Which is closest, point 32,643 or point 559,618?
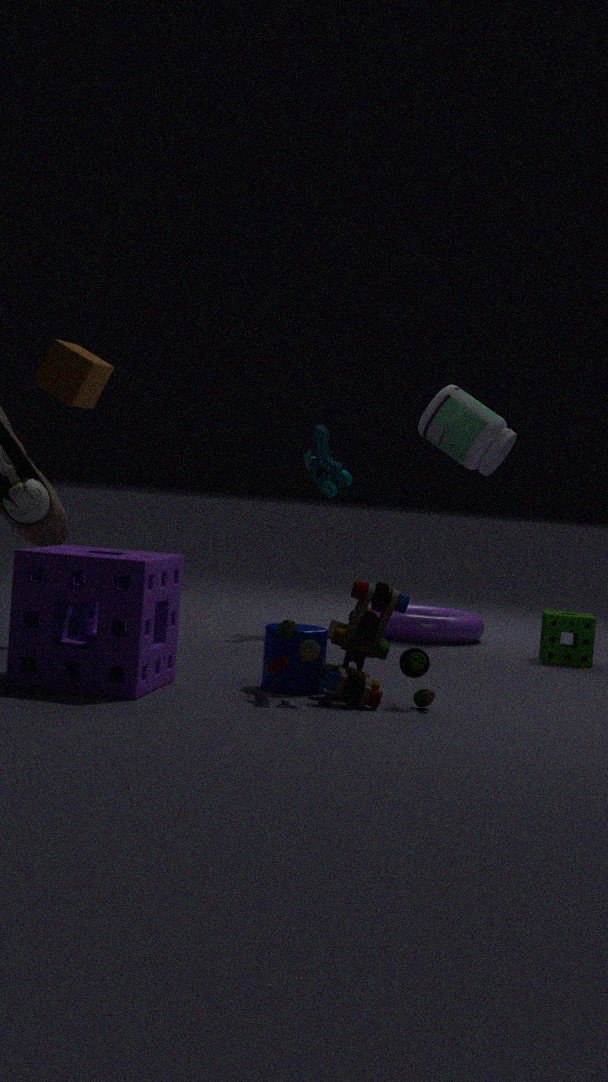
point 32,643
